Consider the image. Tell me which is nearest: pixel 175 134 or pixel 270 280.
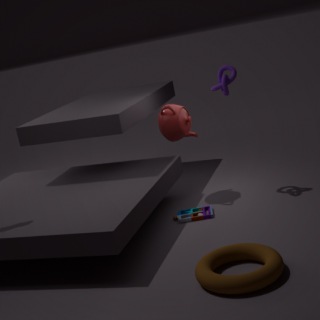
pixel 270 280
